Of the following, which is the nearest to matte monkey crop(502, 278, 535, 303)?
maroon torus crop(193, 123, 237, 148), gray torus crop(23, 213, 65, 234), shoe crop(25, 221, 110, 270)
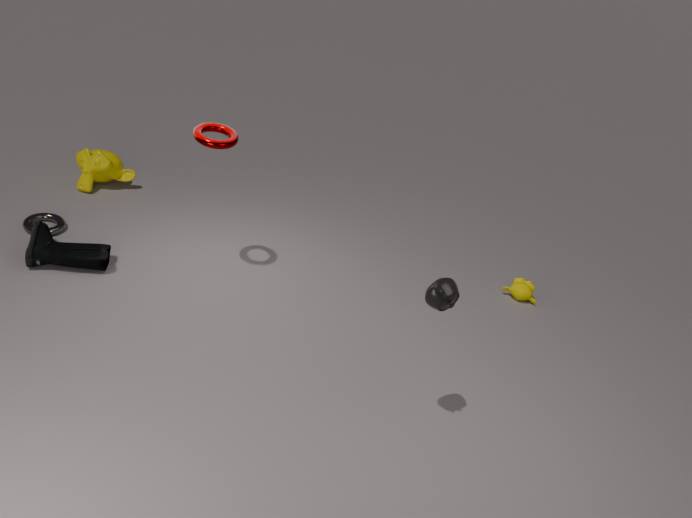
maroon torus crop(193, 123, 237, 148)
